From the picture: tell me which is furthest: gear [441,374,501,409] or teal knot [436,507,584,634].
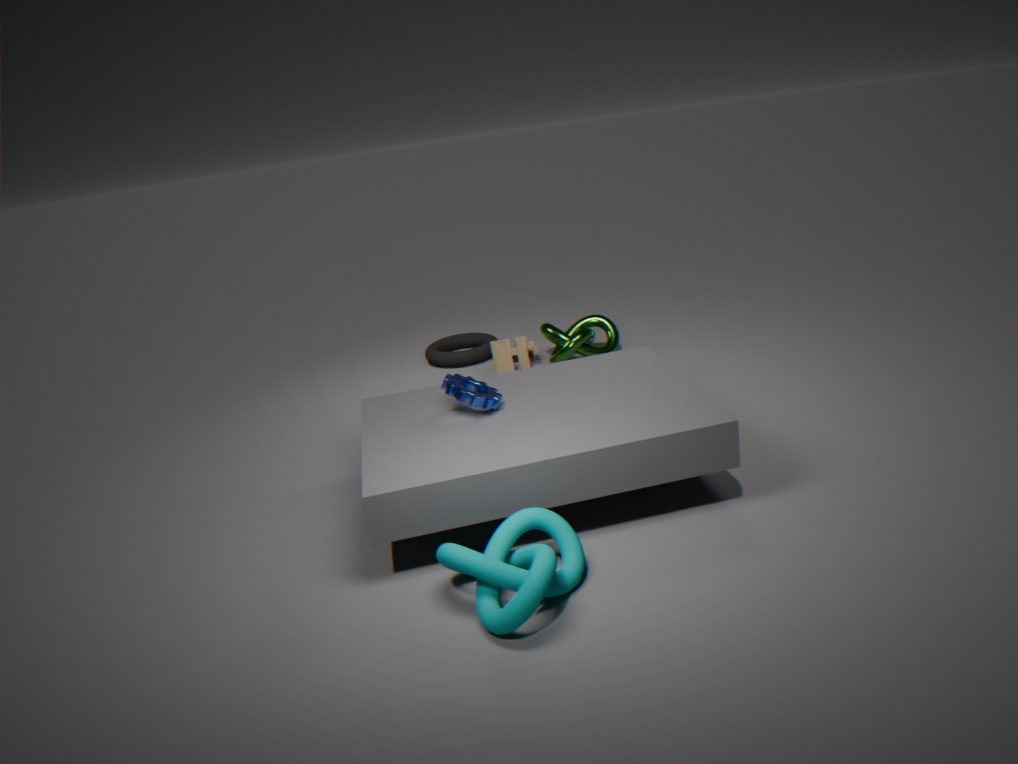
gear [441,374,501,409]
